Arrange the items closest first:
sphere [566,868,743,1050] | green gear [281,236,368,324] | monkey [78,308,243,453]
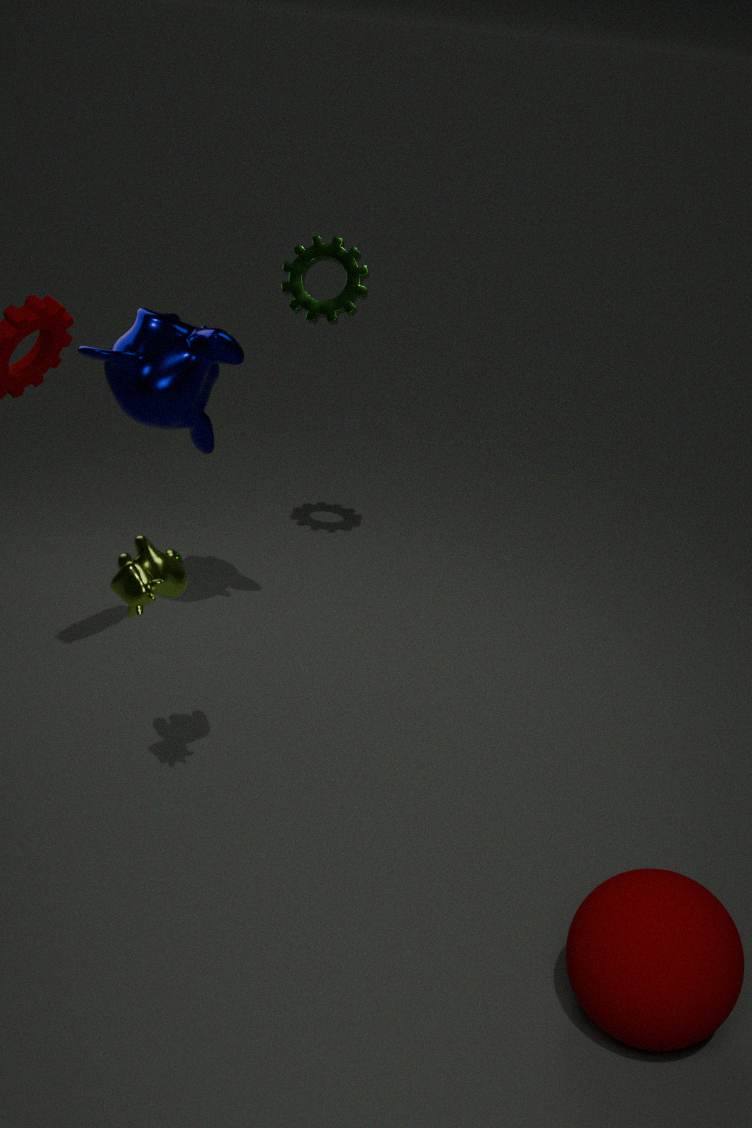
sphere [566,868,743,1050] < monkey [78,308,243,453] < green gear [281,236,368,324]
